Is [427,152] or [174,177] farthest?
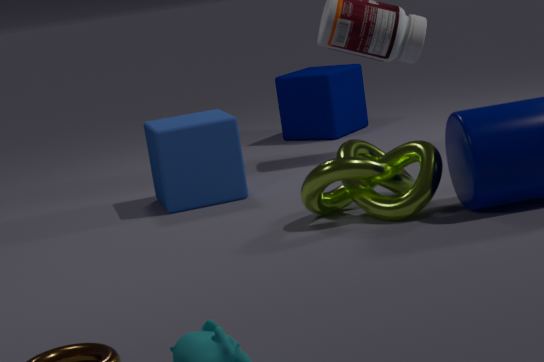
[174,177]
